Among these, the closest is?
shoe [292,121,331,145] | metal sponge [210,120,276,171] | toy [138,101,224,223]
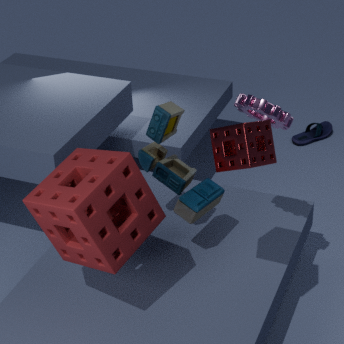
metal sponge [210,120,276,171]
